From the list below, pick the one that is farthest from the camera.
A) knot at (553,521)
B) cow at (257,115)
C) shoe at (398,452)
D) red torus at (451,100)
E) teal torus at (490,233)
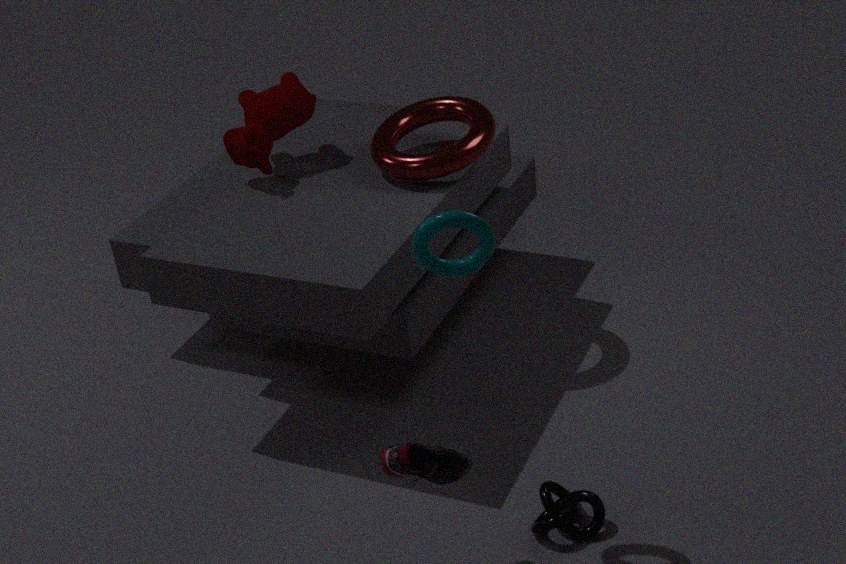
cow at (257,115)
